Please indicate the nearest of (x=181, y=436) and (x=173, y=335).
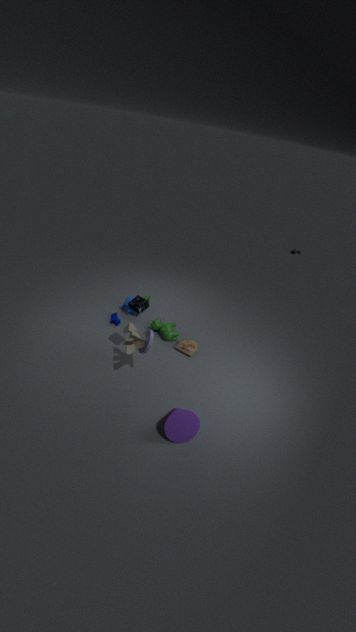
(x=181, y=436)
